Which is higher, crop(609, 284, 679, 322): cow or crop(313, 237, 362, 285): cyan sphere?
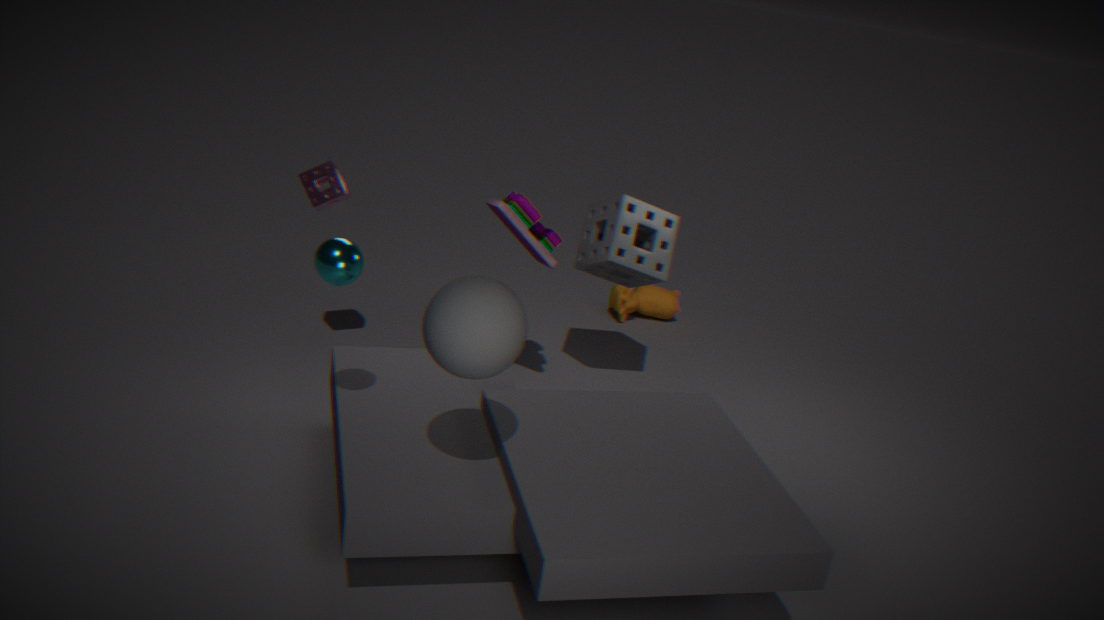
crop(313, 237, 362, 285): cyan sphere
